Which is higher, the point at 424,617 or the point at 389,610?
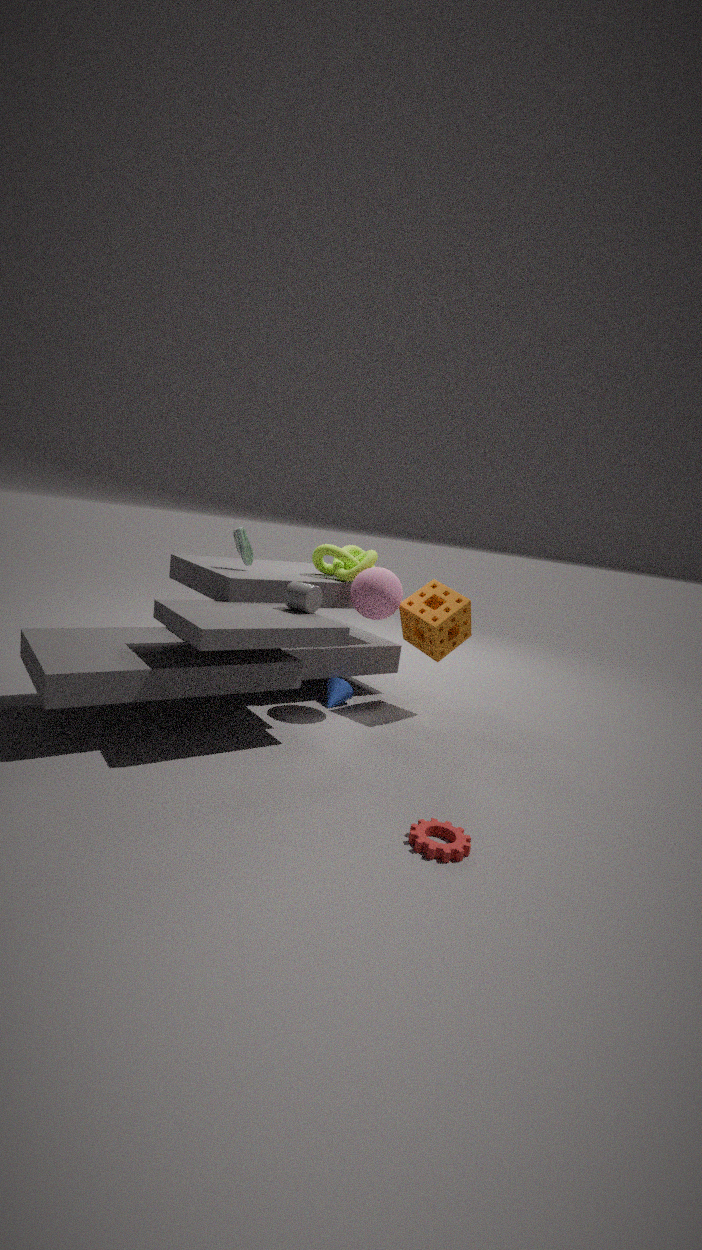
the point at 389,610
